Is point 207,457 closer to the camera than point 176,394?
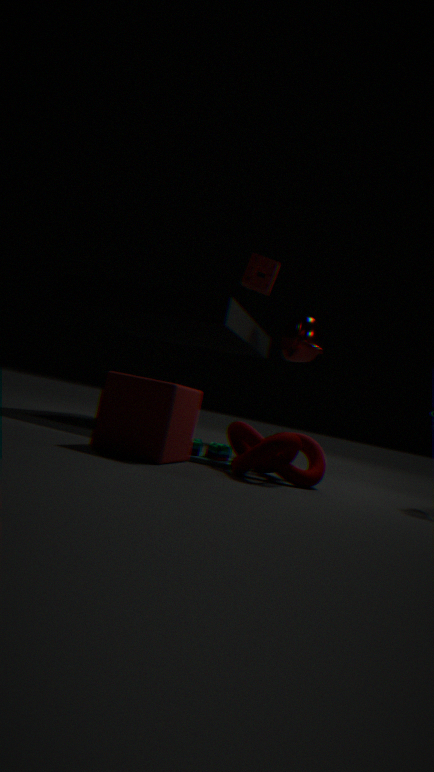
No
